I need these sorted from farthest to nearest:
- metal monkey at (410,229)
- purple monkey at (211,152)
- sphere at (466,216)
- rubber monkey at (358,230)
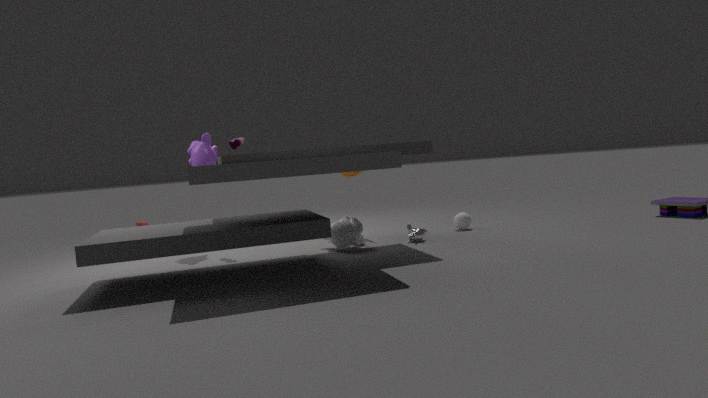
sphere at (466,216) < purple monkey at (211,152) < metal monkey at (410,229) < rubber monkey at (358,230)
